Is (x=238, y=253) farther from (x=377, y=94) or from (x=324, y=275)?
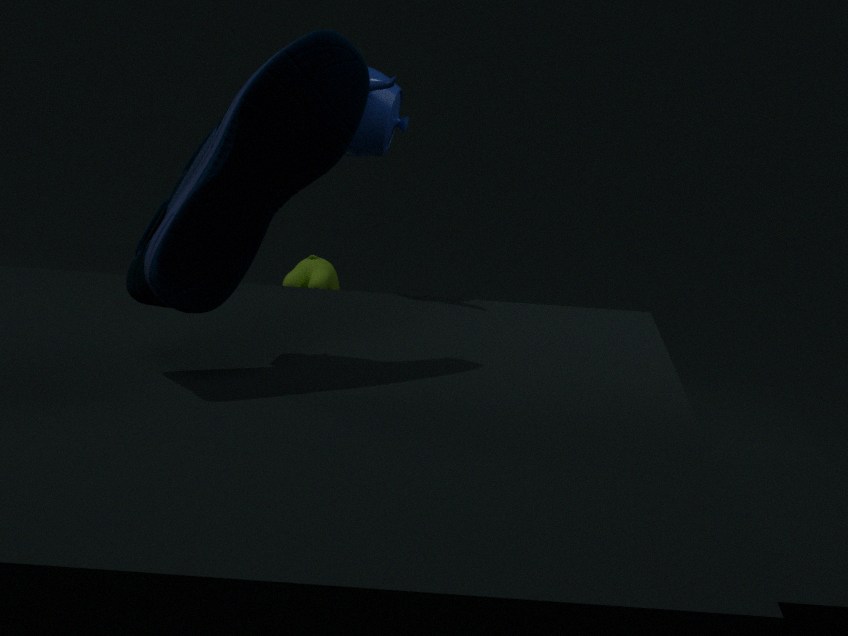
(x=324, y=275)
